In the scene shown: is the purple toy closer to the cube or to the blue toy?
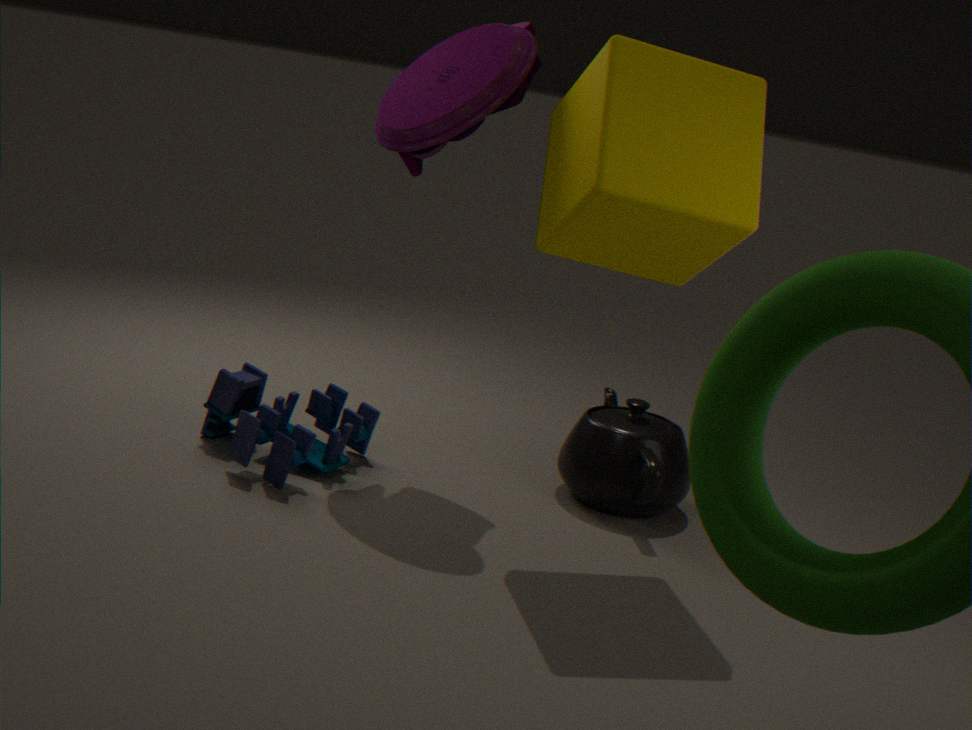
the cube
